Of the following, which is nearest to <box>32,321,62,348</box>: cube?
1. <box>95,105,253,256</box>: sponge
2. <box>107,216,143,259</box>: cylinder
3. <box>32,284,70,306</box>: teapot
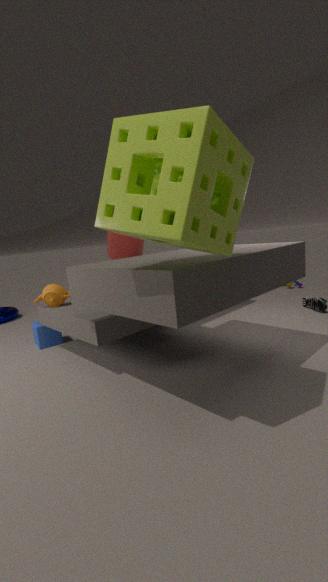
<box>32,284,70,306</box>: teapot
